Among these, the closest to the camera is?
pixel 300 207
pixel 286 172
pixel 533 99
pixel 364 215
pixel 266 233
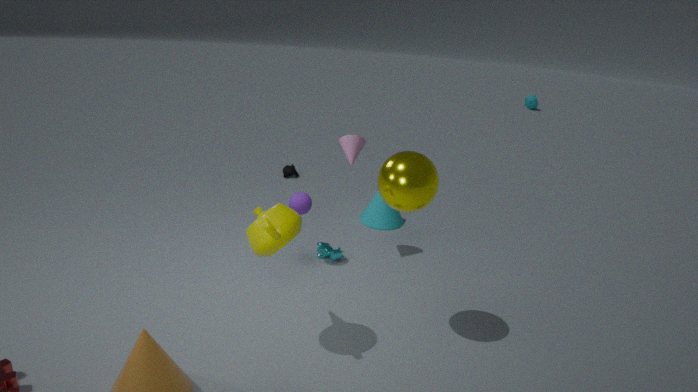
pixel 266 233
